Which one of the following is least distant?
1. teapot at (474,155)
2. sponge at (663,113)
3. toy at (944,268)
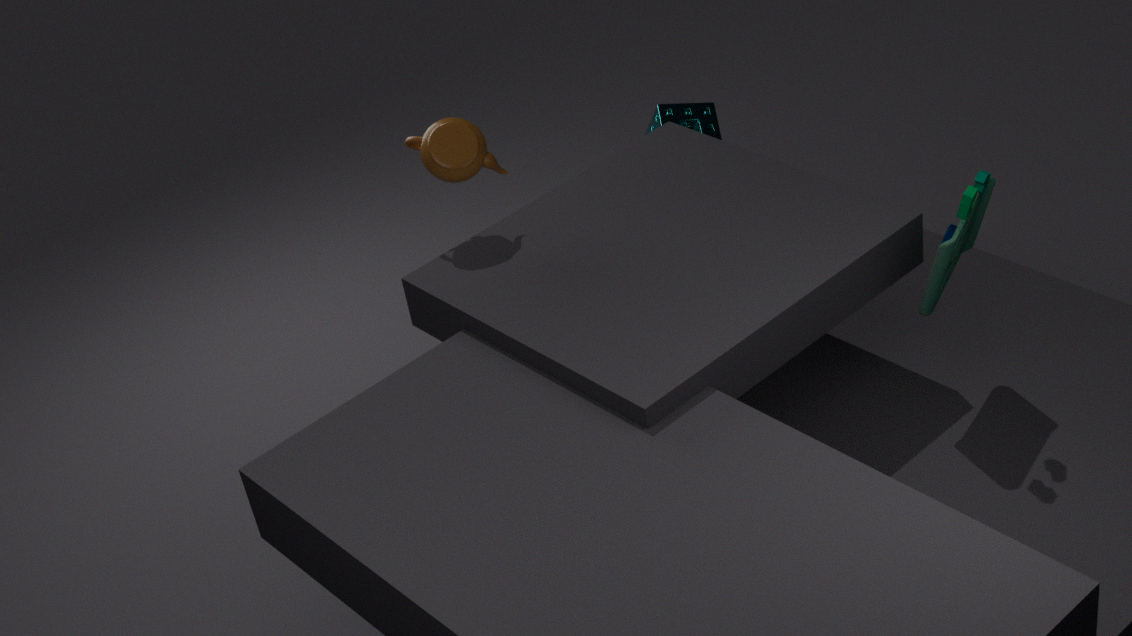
toy at (944,268)
